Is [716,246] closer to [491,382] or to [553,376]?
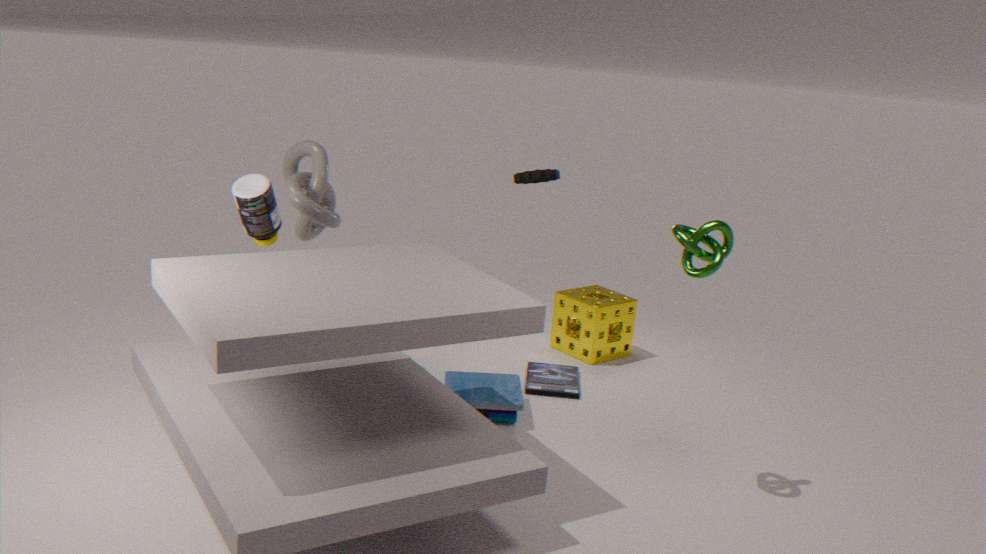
[491,382]
